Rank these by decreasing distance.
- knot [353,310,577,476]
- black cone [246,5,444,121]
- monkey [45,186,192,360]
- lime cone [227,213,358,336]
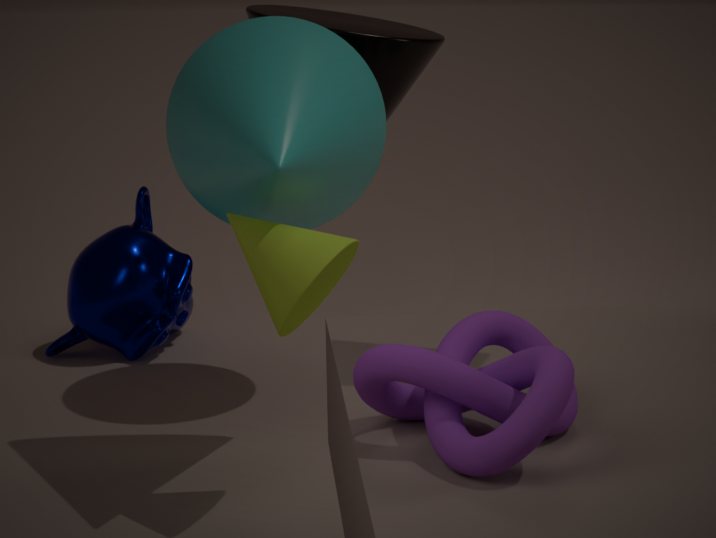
monkey [45,186,192,360] → black cone [246,5,444,121] → lime cone [227,213,358,336] → knot [353,310,577,476]
